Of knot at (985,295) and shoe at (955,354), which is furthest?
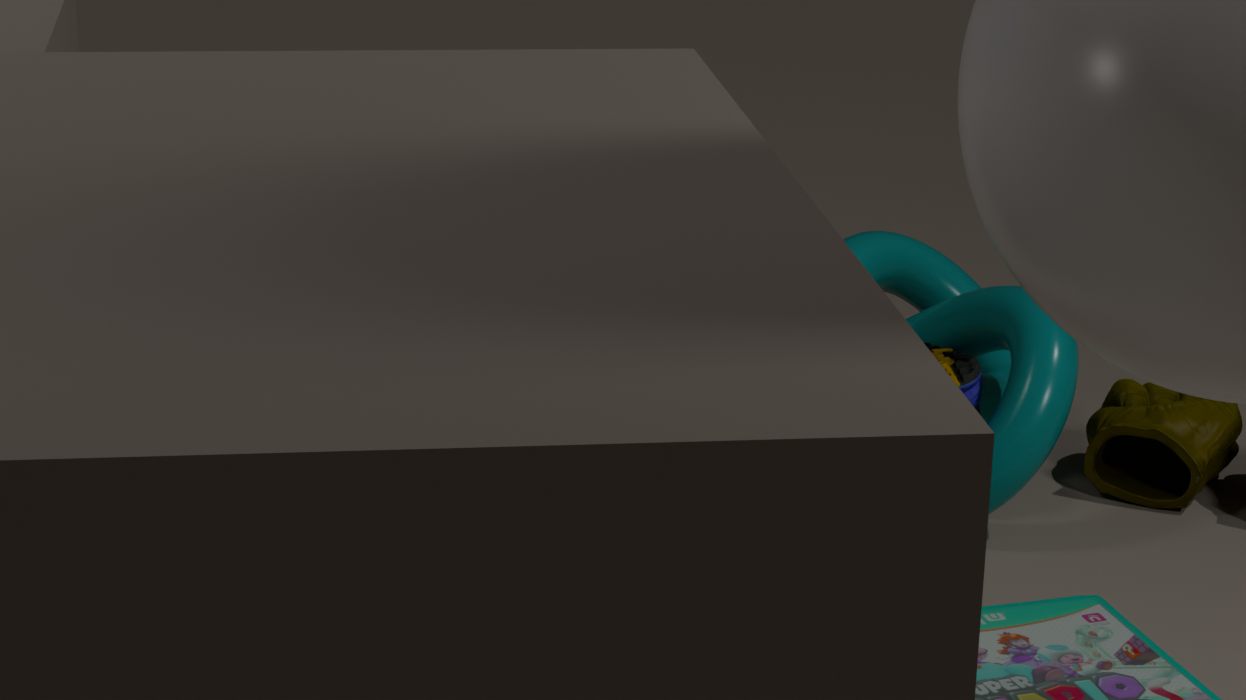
shoe at (955,354)
